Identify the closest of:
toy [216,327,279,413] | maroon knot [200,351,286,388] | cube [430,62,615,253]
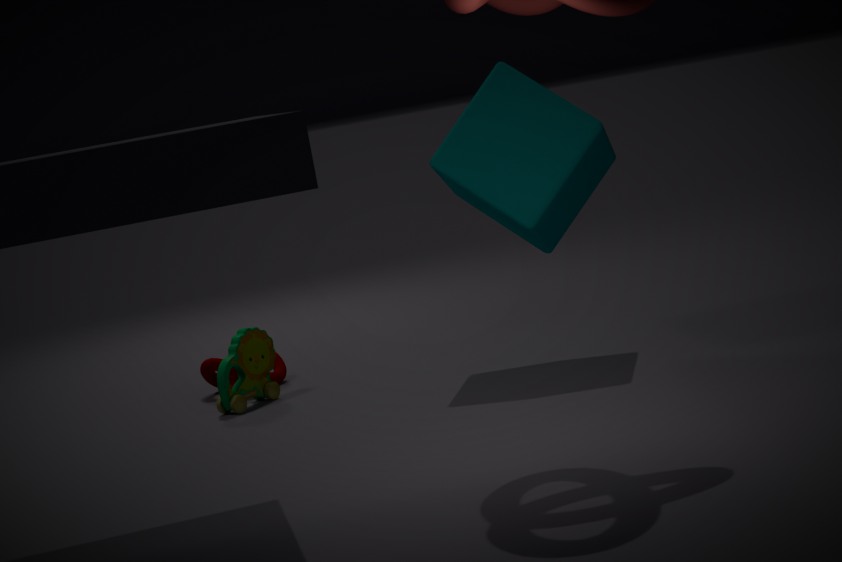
cube [430,62,615,253]
